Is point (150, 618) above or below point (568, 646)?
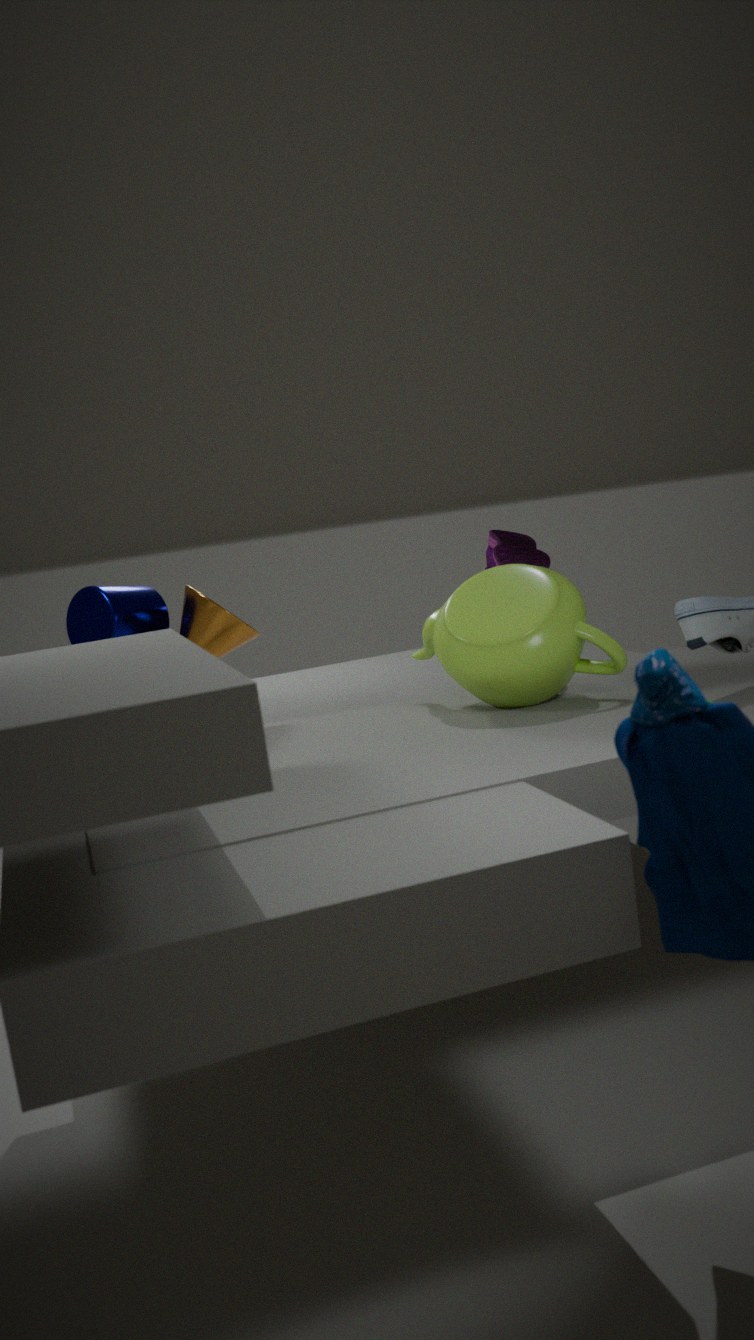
above
